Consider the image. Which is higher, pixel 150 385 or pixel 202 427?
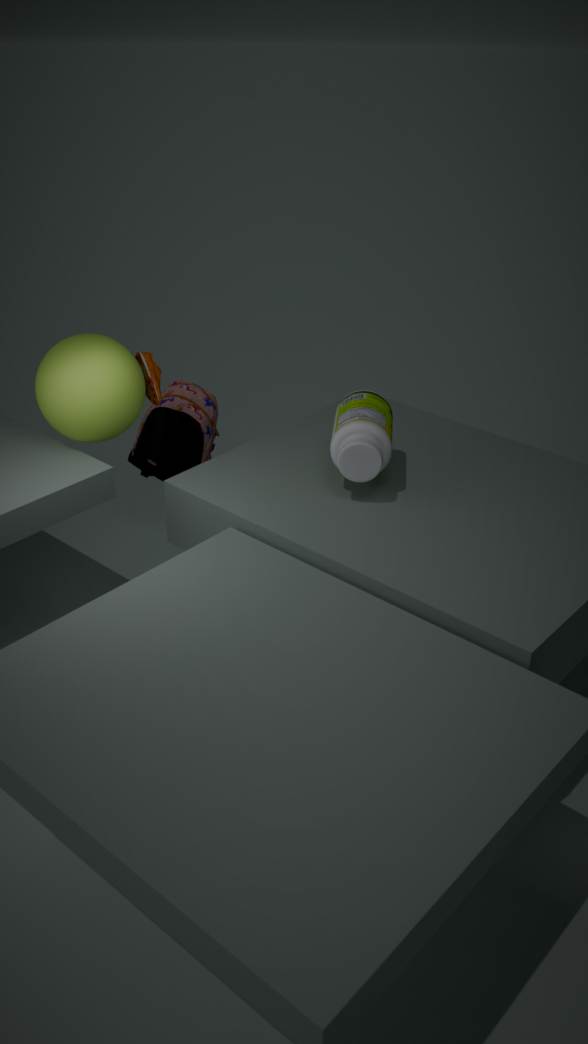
pixel 150 385
